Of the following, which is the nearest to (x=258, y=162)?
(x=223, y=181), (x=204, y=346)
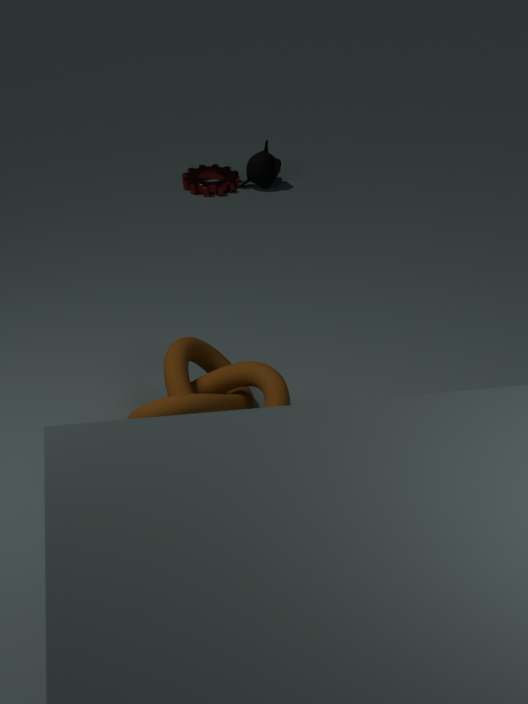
(x=223, y=181)
